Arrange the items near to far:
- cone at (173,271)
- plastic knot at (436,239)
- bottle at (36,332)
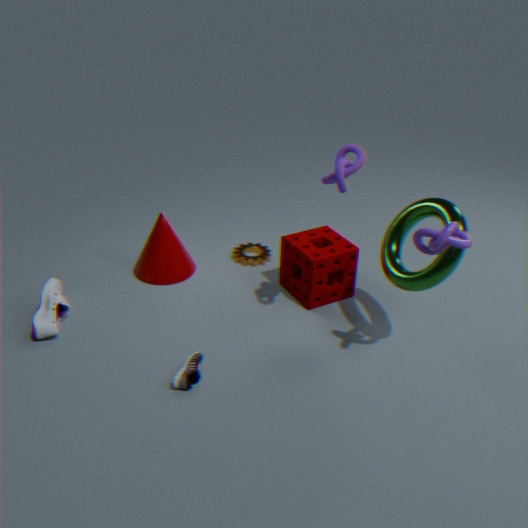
plastic knot at (436,239)
bottle at (36,332)
cone at (173,271)
